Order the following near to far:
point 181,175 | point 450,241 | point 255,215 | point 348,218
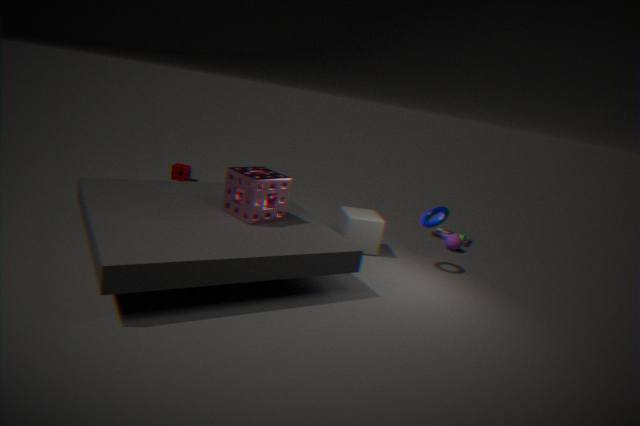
1. point 255,215
2. point 348,218
3. point 450,241
4. point 181,175
